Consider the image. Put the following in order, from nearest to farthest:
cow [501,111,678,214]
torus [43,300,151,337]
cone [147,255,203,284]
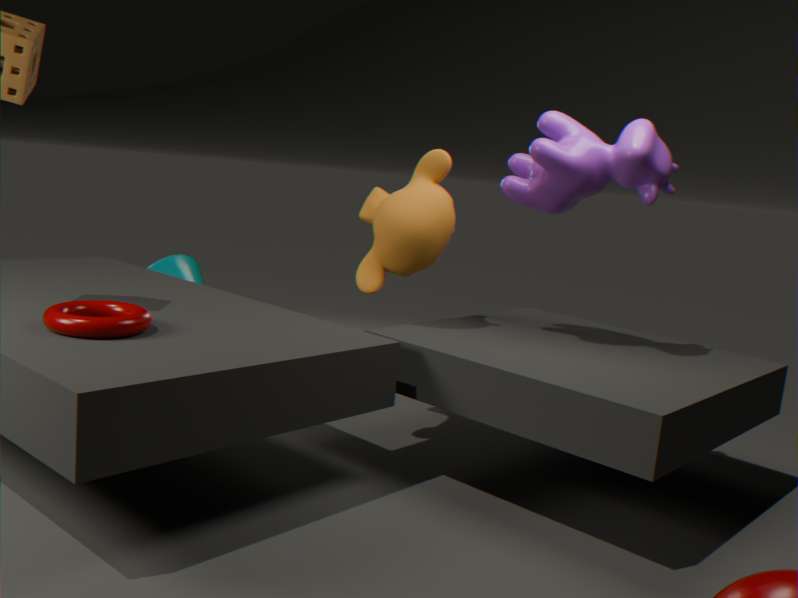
torus [43,300,151,337], cow [501,111,678,214], cone [147,255,203,284]
